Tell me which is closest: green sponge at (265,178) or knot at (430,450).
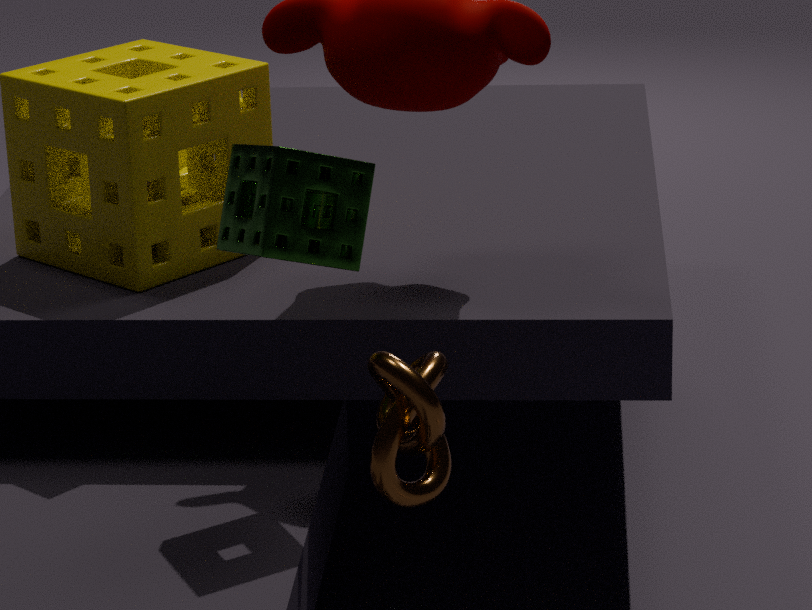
knot at (430,450)
